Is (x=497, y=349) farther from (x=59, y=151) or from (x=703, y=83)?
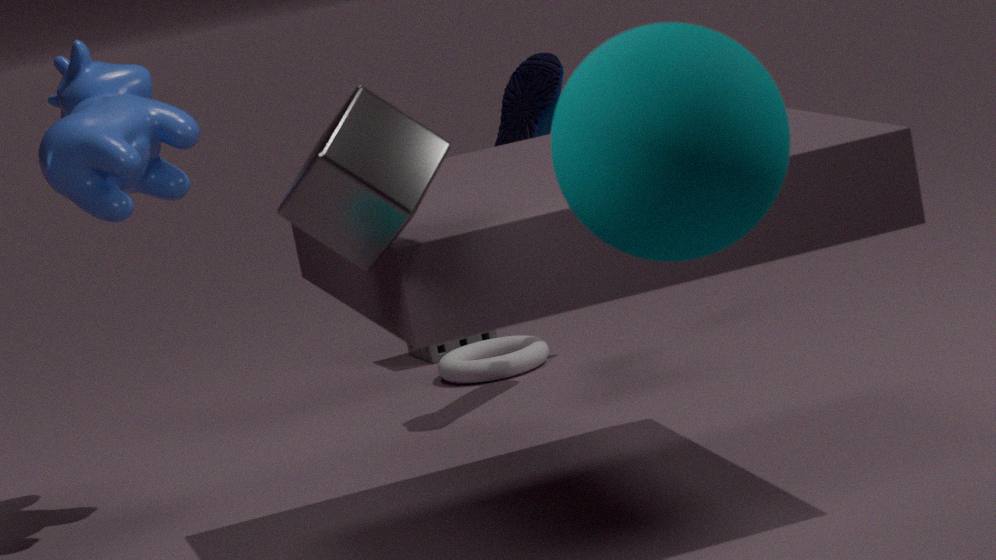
(x=703, y=83)
